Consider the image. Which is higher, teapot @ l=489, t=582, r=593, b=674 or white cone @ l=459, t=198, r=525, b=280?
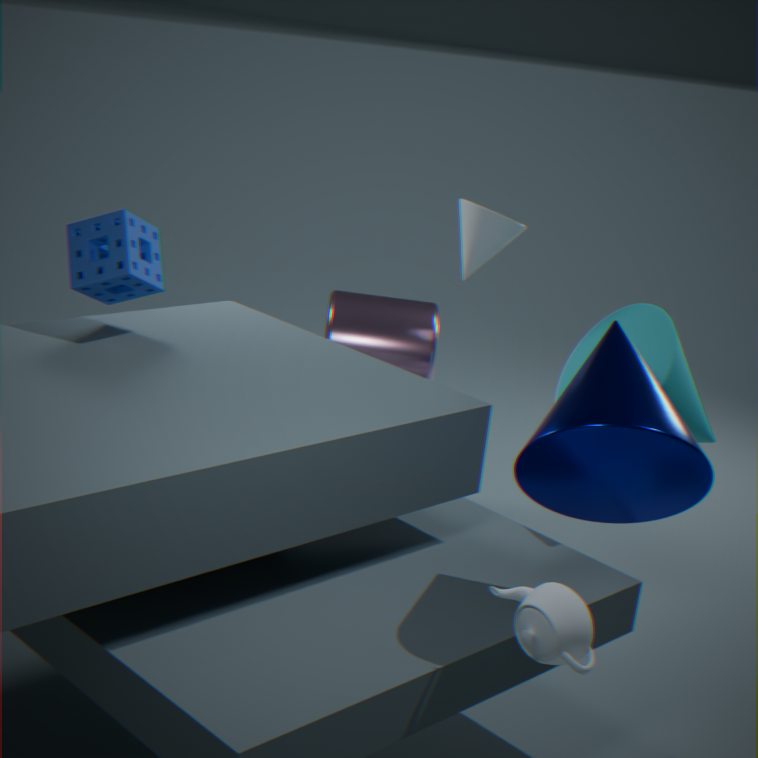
white cone @ l=459, t=198, r=525, b=280
